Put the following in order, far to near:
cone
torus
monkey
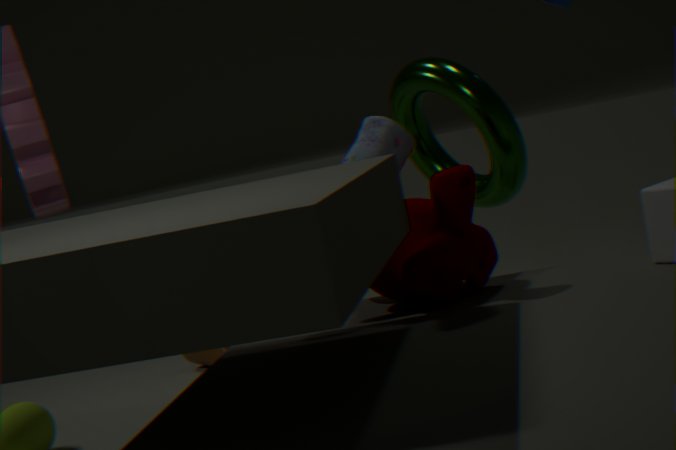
cone
torus
monkey
